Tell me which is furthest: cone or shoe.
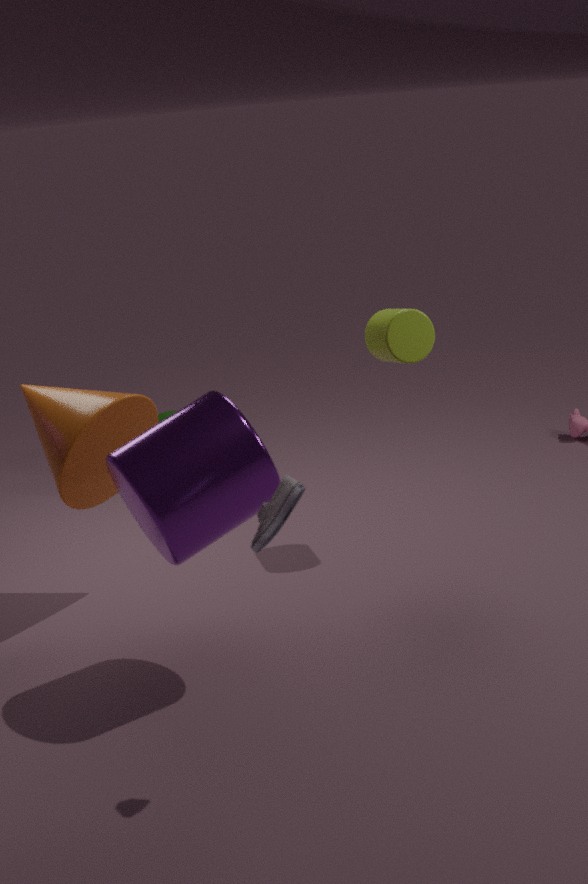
cone
